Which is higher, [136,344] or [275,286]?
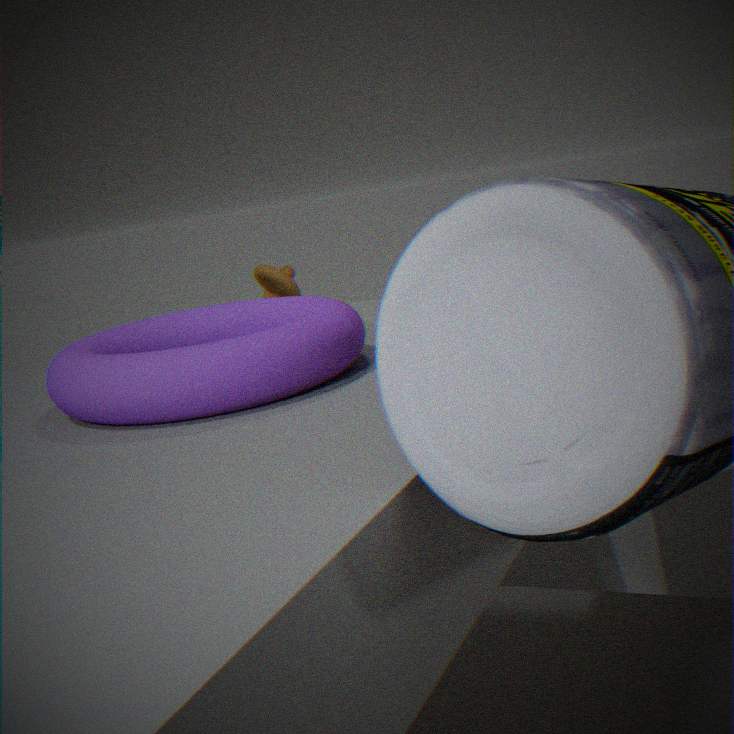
[136,344]
